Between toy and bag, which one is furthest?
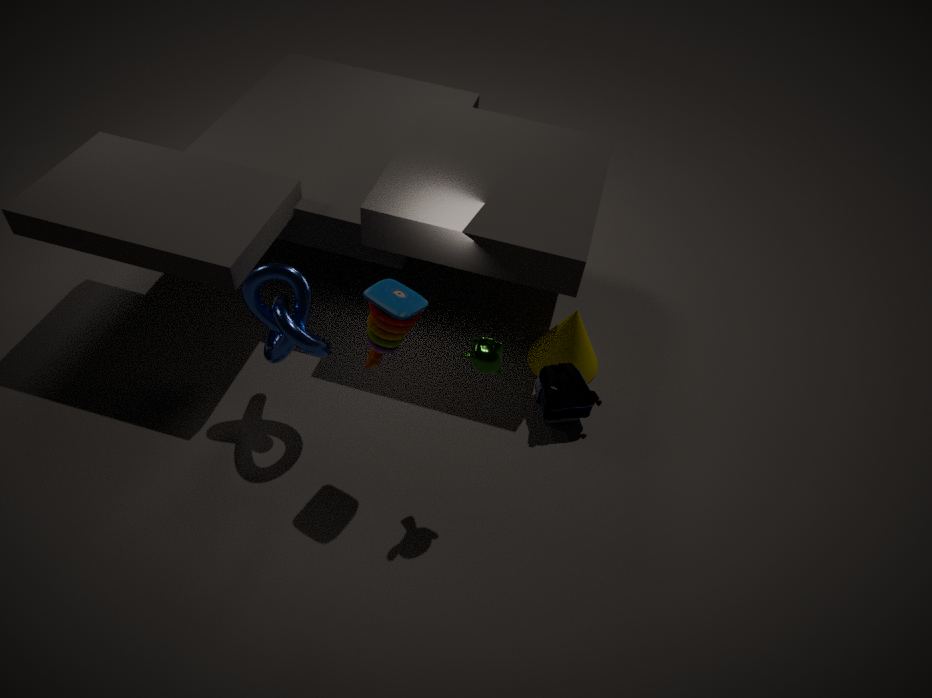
bag
